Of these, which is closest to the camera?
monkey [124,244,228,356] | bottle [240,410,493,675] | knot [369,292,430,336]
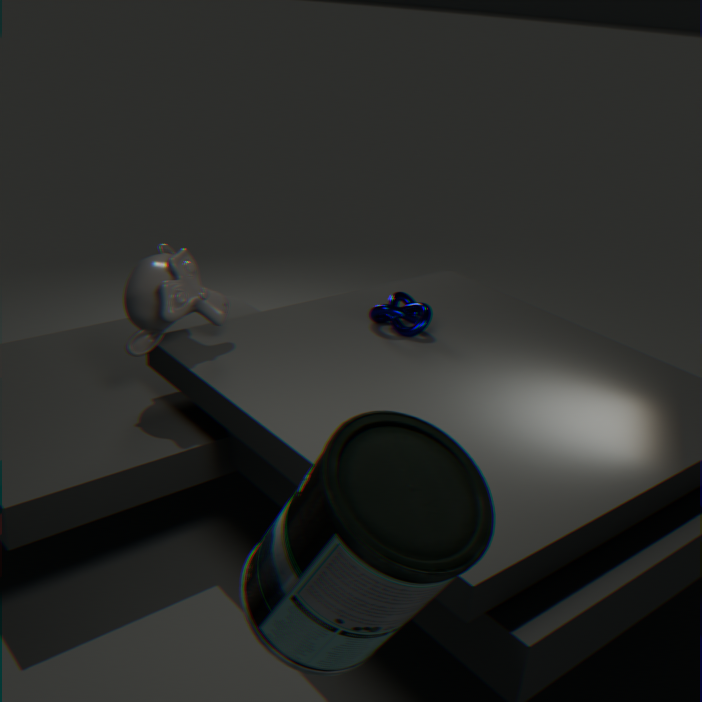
bottle [240,410,493,675]
